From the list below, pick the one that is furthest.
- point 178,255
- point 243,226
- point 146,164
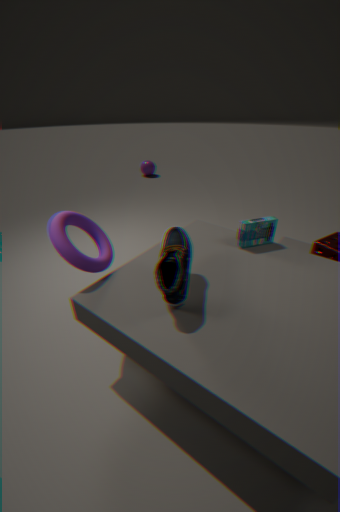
point 146,164
